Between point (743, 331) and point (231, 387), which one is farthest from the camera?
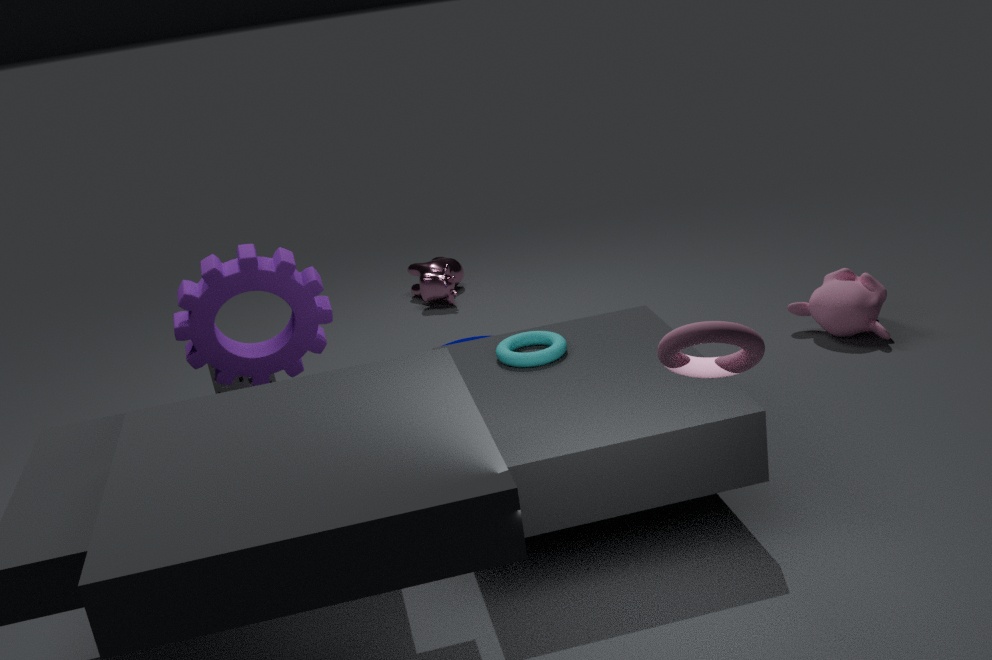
point (231, 387)
